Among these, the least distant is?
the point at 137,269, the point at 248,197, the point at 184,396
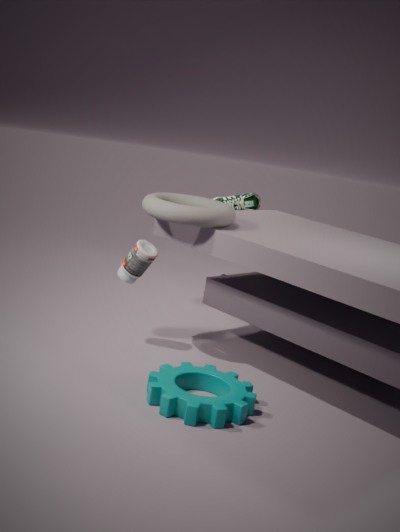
the point at 184,396
